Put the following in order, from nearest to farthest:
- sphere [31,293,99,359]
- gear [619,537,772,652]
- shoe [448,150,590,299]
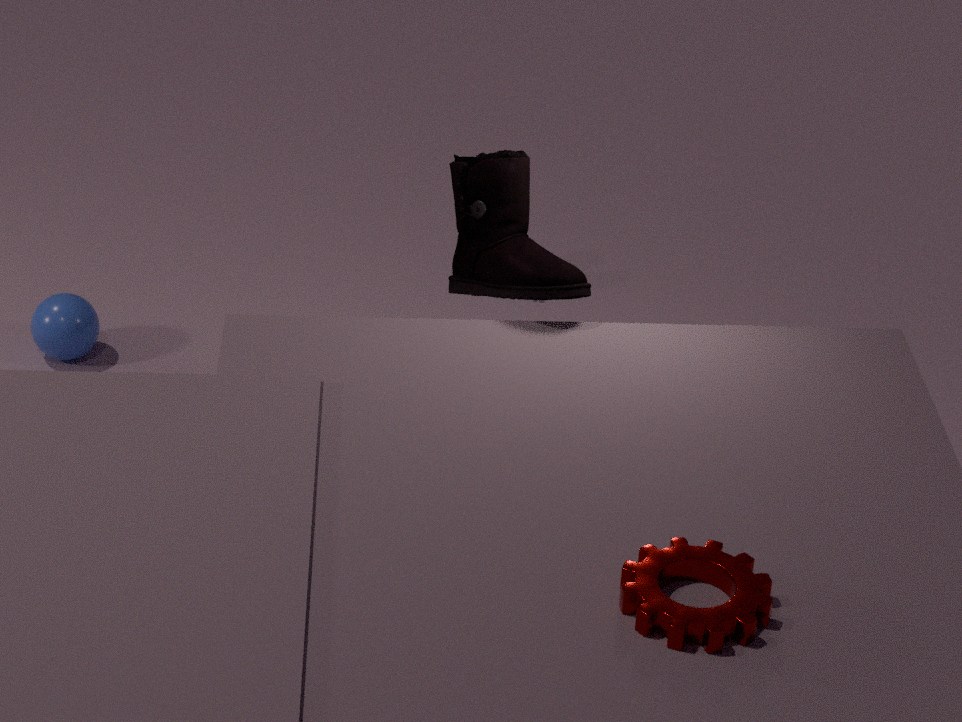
1. gear [619,537,772,652]
2. shoe [448,150,590,299]
3. sphere [31,293,99,359]
